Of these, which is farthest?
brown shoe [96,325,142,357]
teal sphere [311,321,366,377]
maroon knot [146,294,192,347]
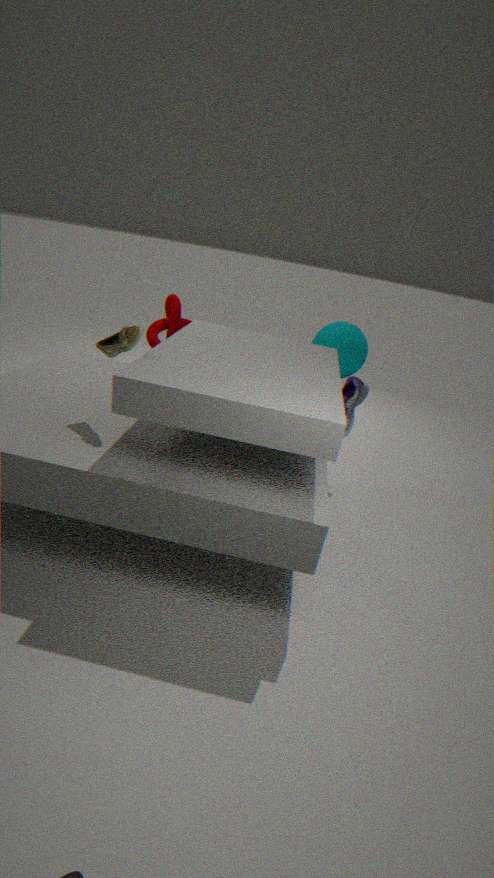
maroon knot [146,294,192,347]
